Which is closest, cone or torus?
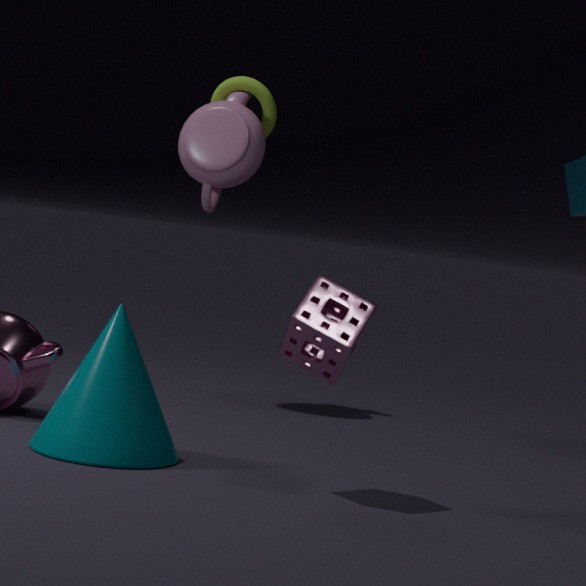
cone
